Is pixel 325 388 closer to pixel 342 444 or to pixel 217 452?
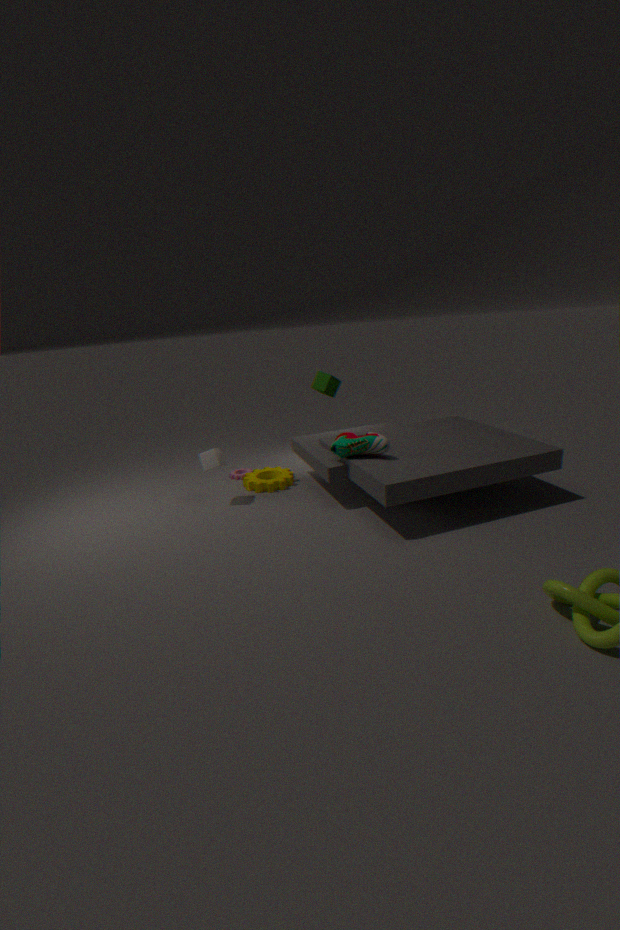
pixel 342 444
